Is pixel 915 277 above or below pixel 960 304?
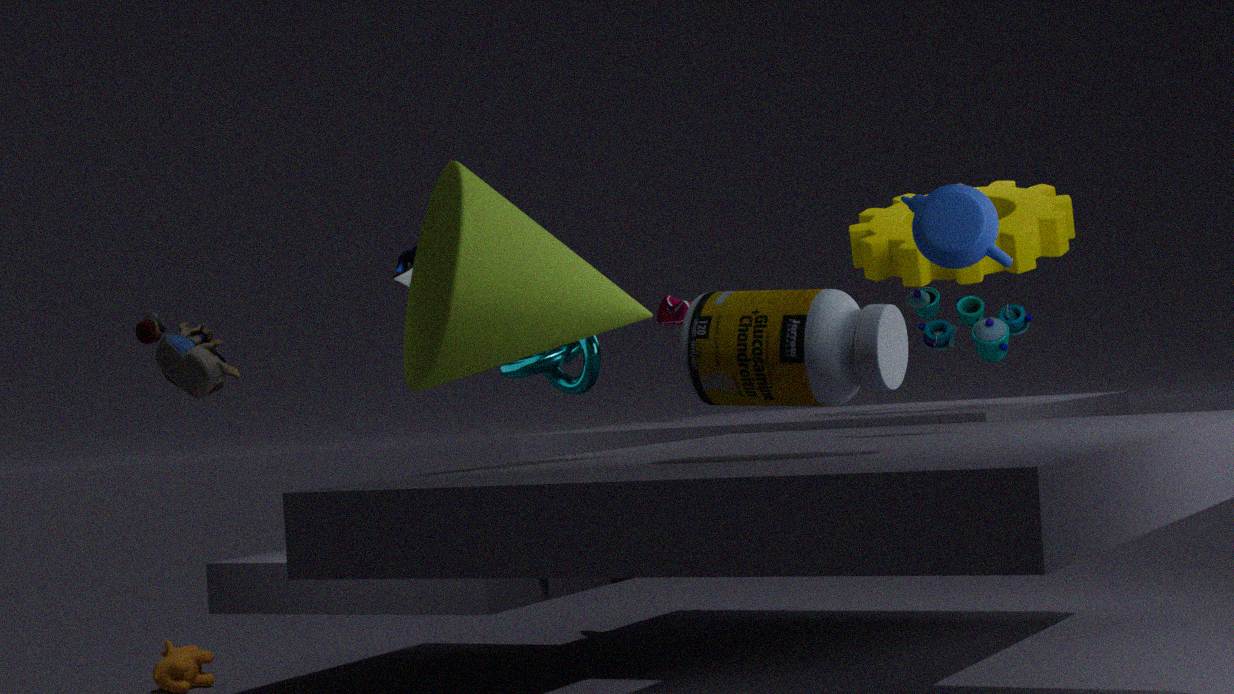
above
